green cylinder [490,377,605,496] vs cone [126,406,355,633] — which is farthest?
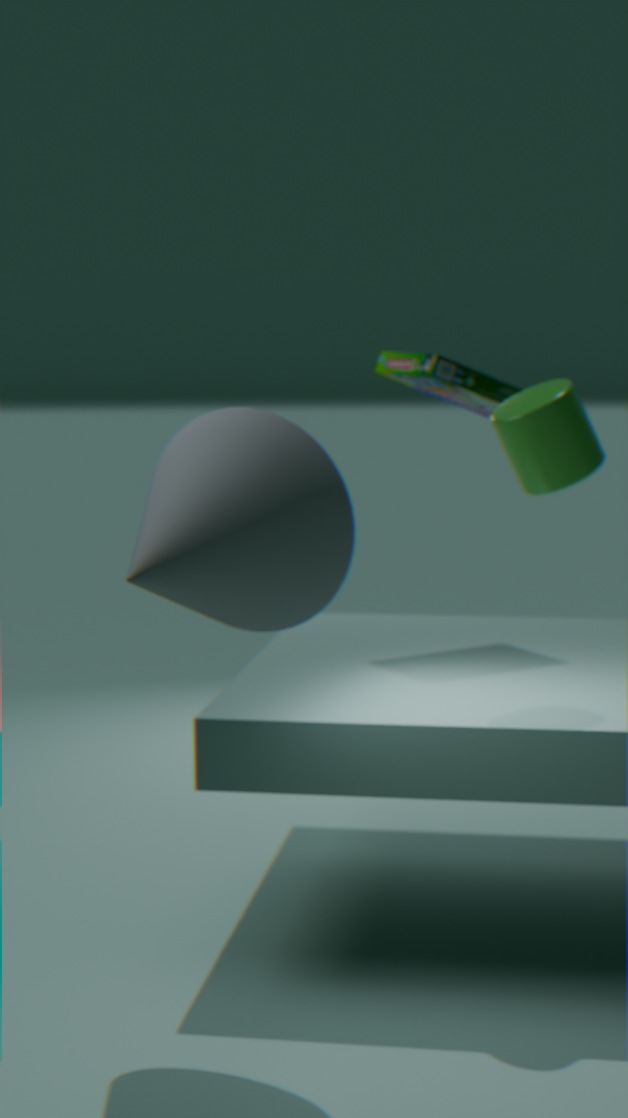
green cylinder [490,377,605,496]
